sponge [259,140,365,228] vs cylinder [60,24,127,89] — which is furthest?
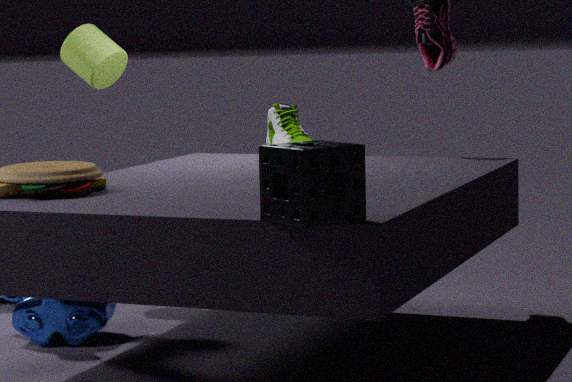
cylinder [60,24,127,89]
